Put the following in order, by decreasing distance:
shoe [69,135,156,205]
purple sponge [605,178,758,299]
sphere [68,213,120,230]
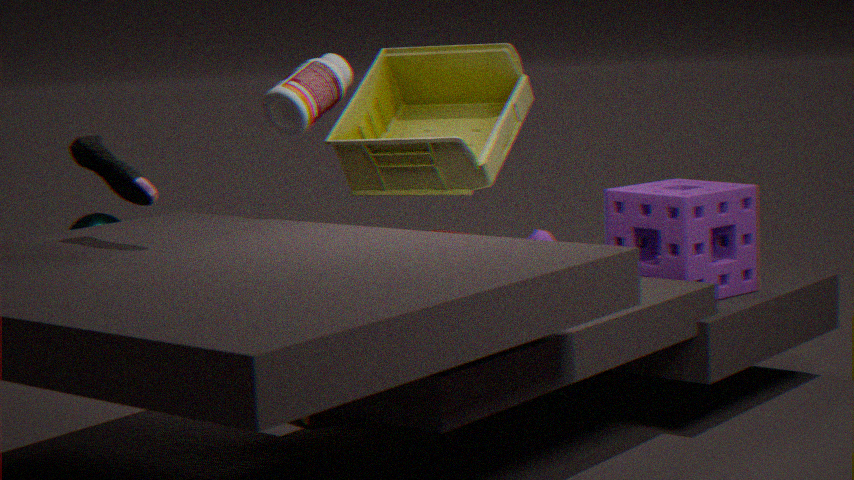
1. sphere [68,213,120,230]
2. purple sponge [605,178,758,299]
3. shoe [69,135,156,205]
